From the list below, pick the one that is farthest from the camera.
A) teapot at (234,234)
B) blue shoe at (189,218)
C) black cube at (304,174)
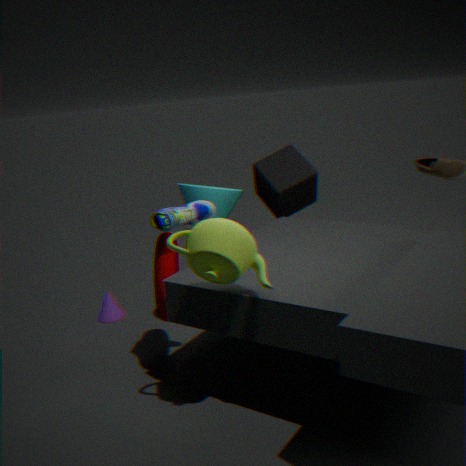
black cube at (304,174)
